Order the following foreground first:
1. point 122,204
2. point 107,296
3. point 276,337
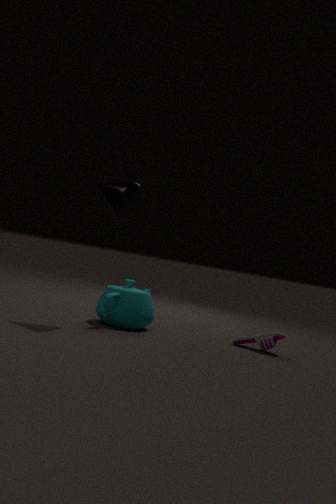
point 122,204, point 107,296, point 276,337
